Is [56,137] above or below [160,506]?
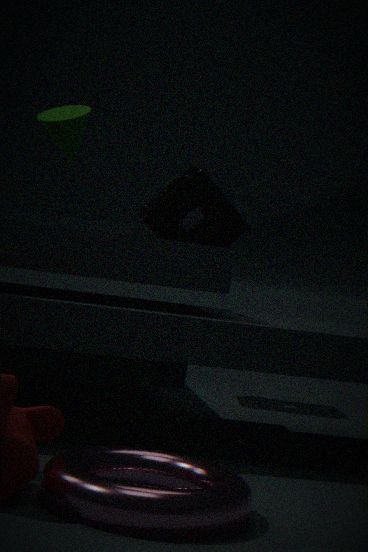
above
